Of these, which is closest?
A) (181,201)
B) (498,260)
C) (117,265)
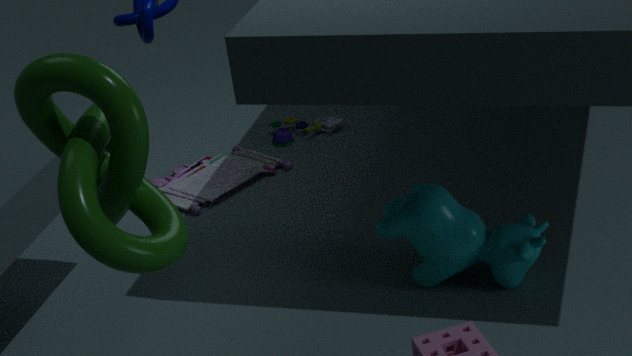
(117,265)
